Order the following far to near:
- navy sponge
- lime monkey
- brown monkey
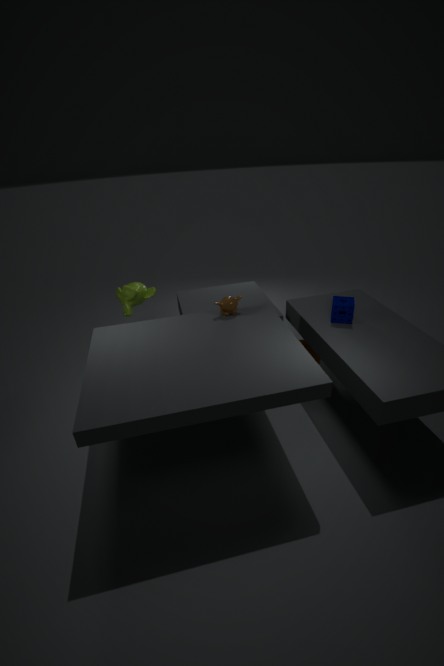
lime monkey, navy sponge, brown monkey
